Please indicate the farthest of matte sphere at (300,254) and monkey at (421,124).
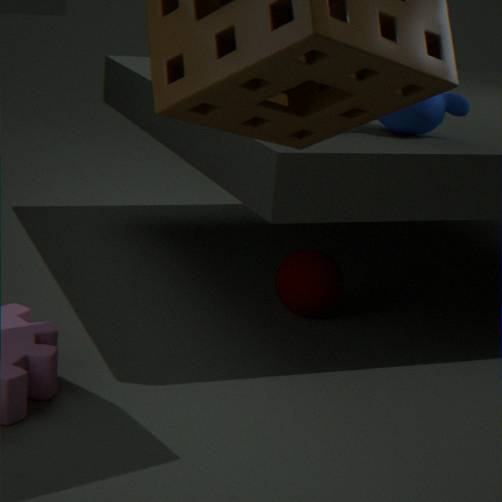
matte sphere at (300,254)
